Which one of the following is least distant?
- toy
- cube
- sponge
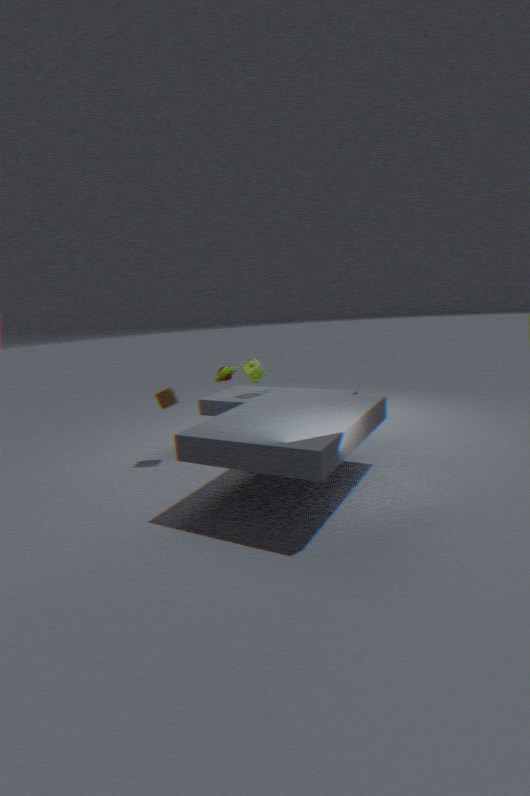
cube
